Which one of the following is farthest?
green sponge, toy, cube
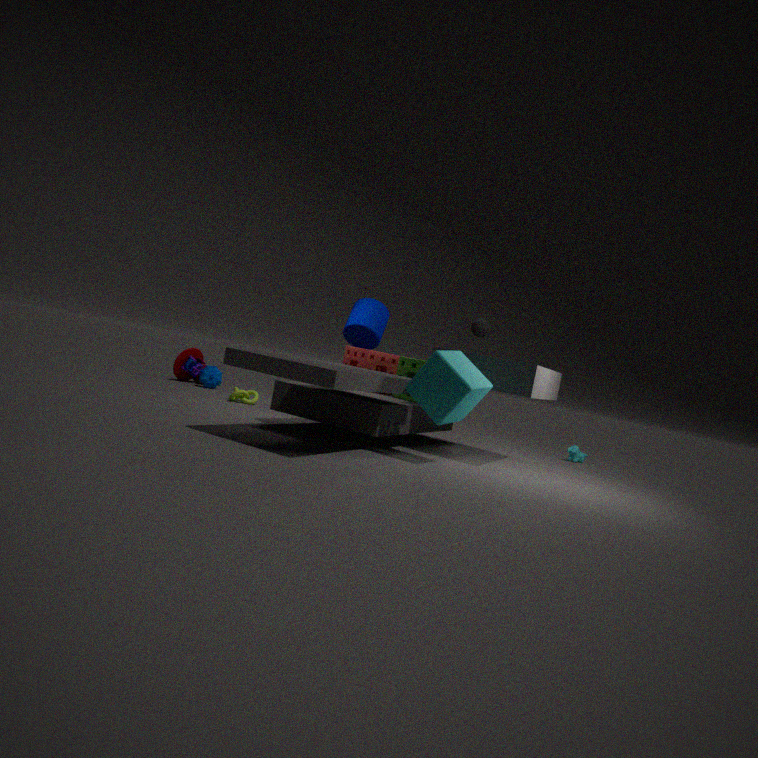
toy
